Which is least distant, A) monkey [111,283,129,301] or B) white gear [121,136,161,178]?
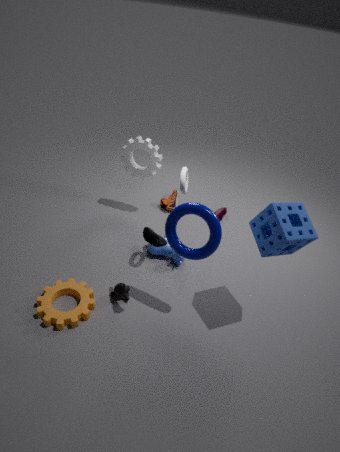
A. monkey [111,283,129,301]
